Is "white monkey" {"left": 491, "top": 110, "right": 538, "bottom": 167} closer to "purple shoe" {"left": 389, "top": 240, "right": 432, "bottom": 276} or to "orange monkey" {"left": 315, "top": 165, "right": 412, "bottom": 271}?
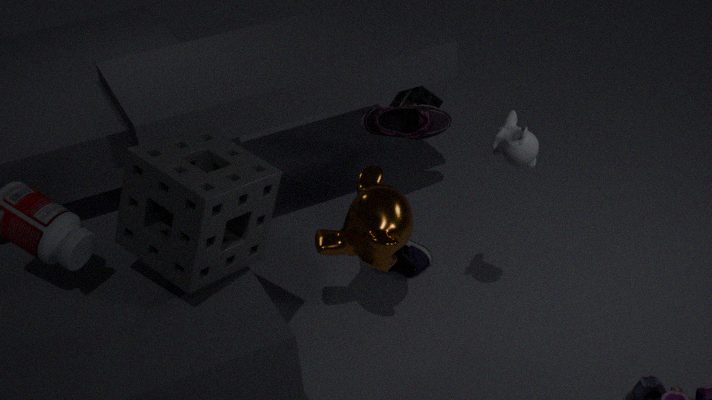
"orange monkey" {"left": 315, "top": 165, "right": 412, "bottom": 271}
